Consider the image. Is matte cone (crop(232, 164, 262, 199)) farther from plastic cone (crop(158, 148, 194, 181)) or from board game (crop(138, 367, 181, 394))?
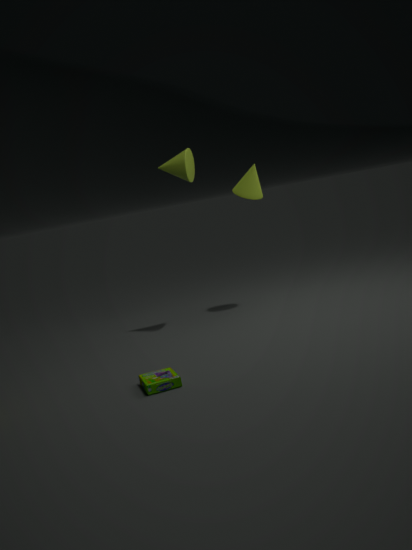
board game (crop(138, 367, 181, 394))
